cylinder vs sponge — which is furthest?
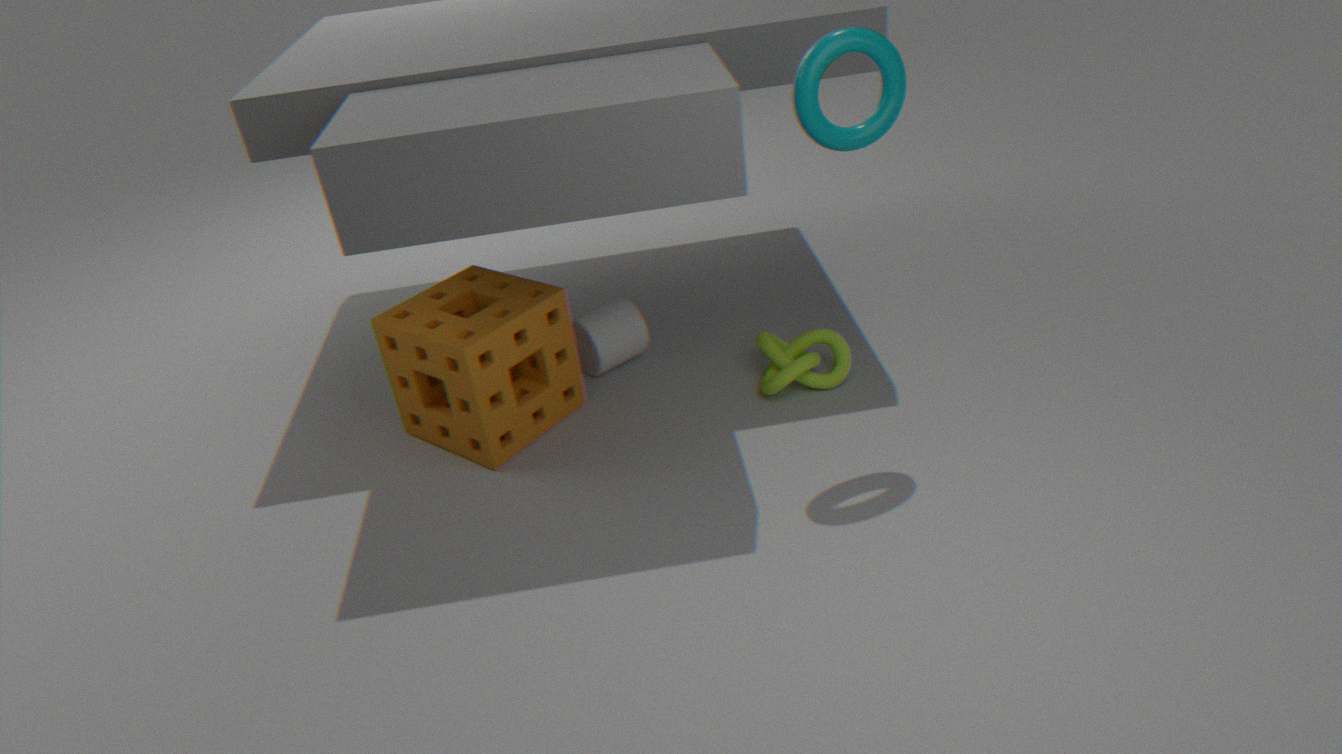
cylinder
